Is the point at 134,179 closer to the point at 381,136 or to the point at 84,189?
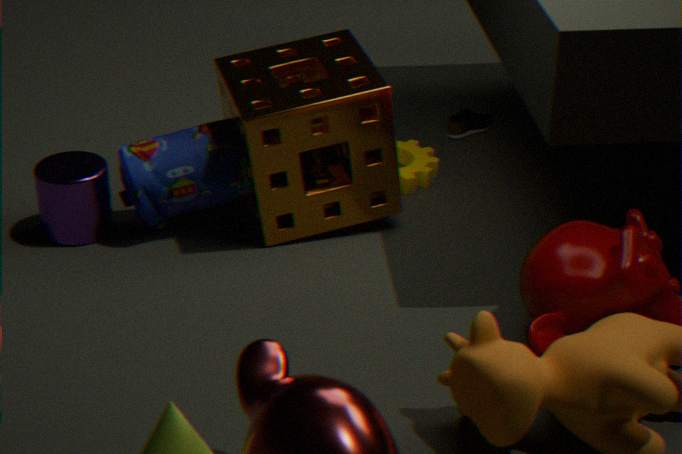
the point at 381,136
